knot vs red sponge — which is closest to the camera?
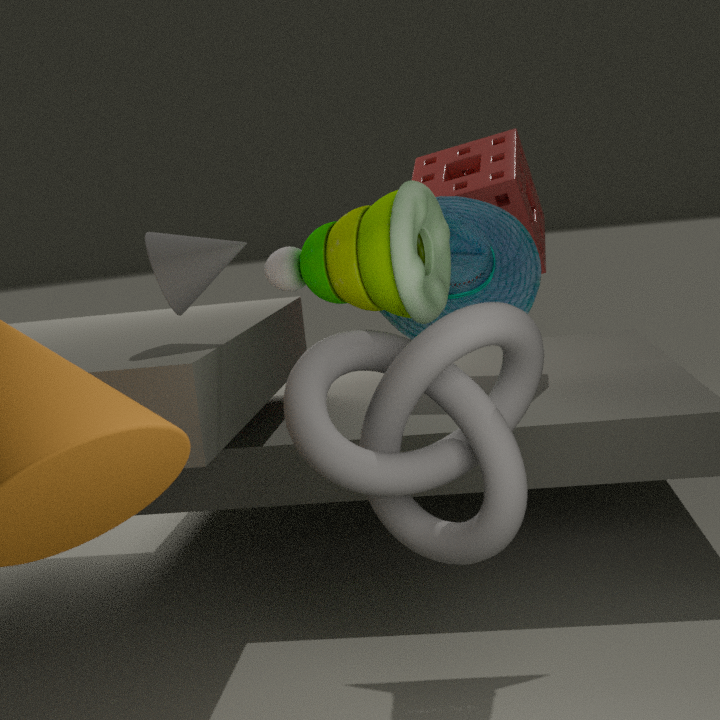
A: knot
